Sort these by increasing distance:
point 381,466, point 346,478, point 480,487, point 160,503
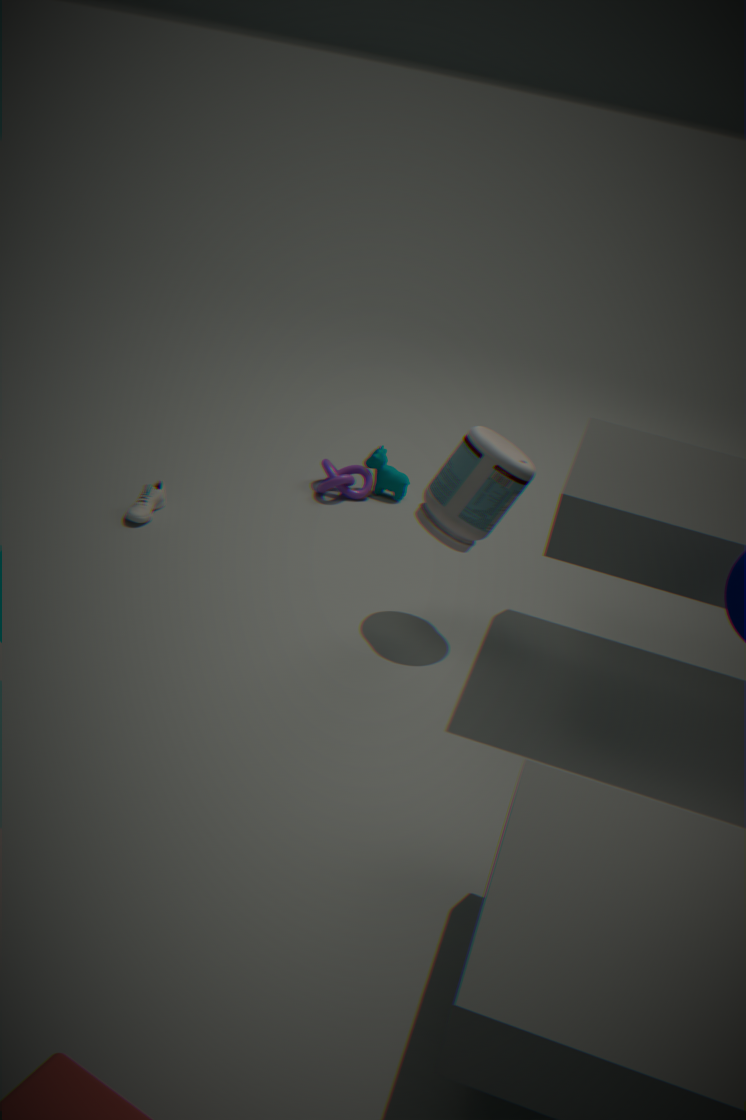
point 480,487, point 160,503, point 346,478, point 381,466
